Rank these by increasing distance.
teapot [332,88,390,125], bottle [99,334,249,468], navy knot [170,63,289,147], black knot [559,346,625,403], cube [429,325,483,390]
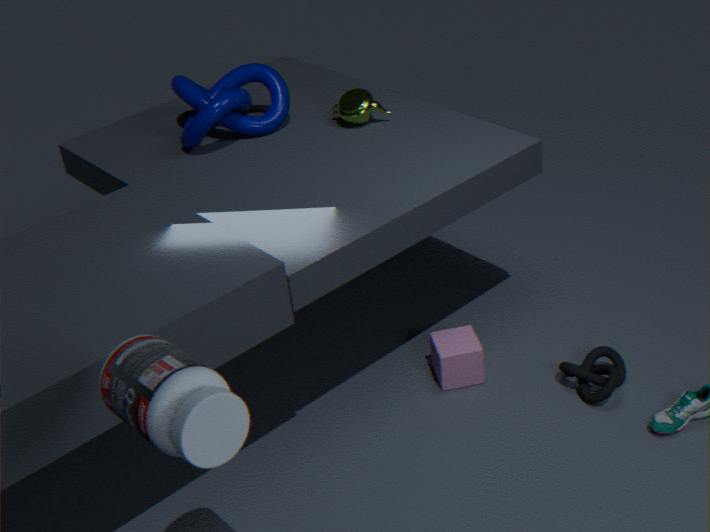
1. bottle [99,334,249,468]
2. black knot [559,346,625,403]
3. cube [429,325,483,390]
4. navy knot [170,63,289,147]
5. teapot [332,88,390,125]
